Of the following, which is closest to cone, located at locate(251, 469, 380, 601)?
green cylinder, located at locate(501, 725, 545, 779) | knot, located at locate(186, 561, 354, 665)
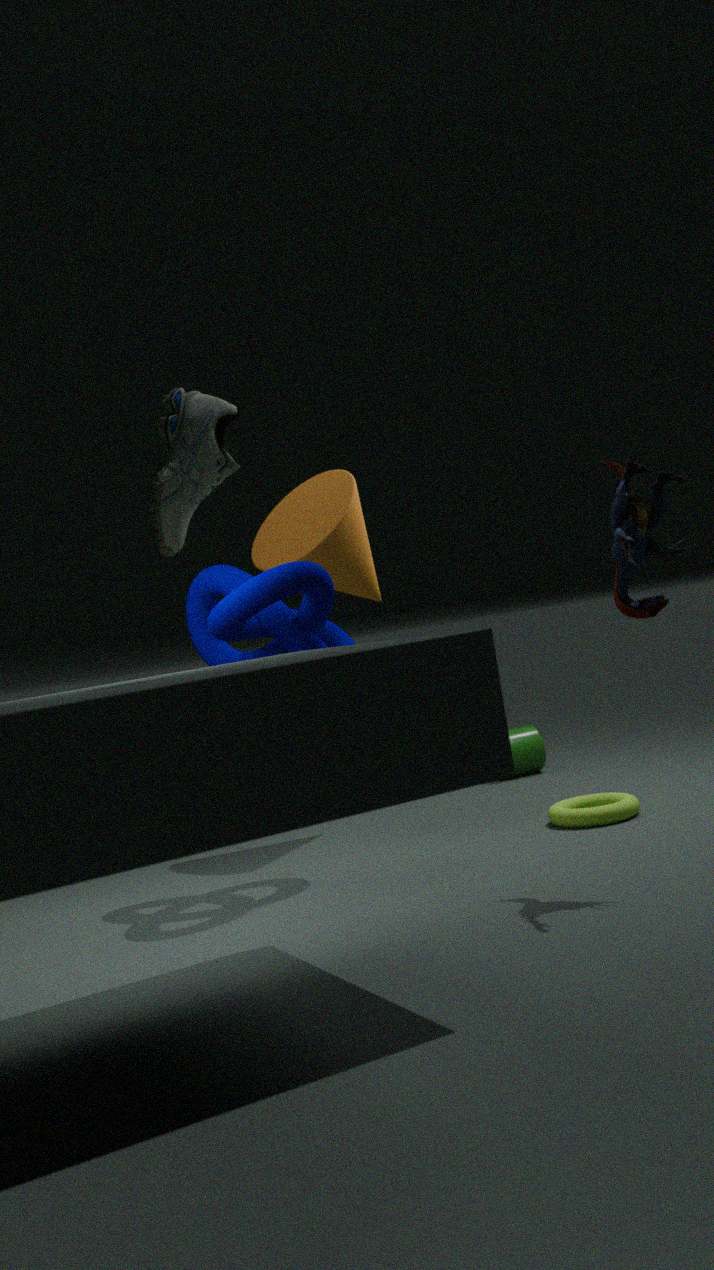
knot, located at locate(186, 561, 354, 665)
